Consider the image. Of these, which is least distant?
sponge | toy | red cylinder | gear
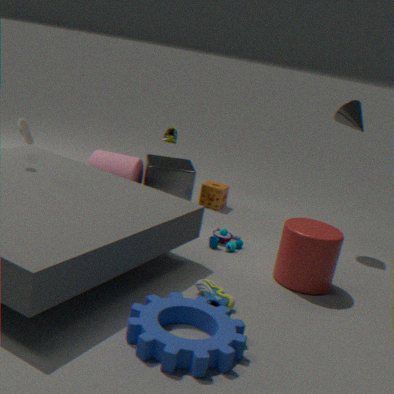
gear
